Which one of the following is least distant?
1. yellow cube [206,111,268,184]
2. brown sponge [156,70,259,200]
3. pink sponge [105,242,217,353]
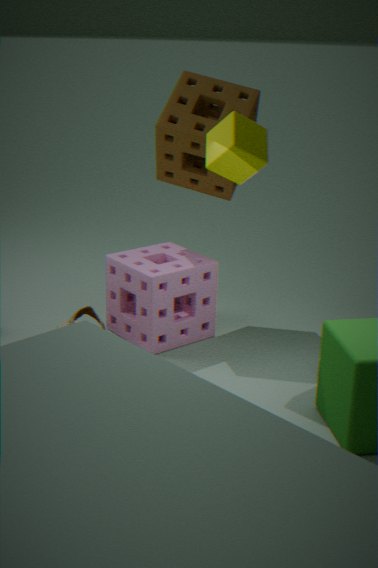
yellow cube [206,111,268,184]
